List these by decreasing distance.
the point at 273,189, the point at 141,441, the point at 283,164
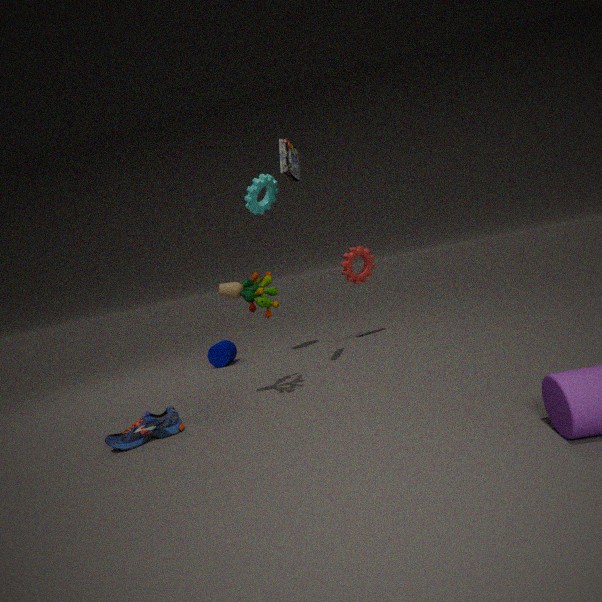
the point at 273,189, the point at 283,164, the point at 141,441
